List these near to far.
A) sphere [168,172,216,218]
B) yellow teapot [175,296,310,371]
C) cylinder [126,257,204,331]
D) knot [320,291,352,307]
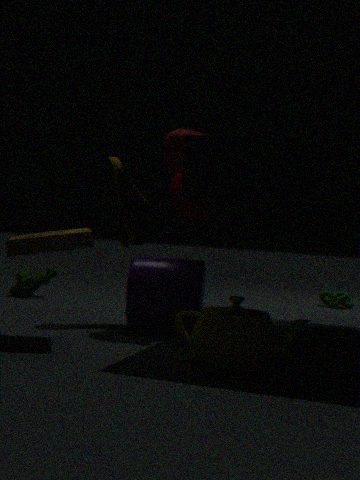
yellow teapot [175,296,310,371], cylinder [126,257,204,331], sphere [168,172,216,218], knot [320,291,352,307]
